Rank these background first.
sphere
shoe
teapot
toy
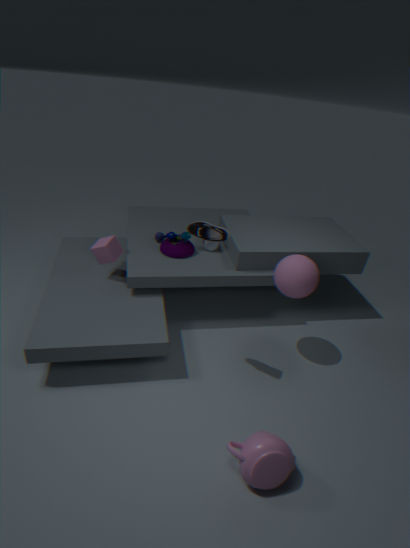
toy, sphere, shoe, teapot
